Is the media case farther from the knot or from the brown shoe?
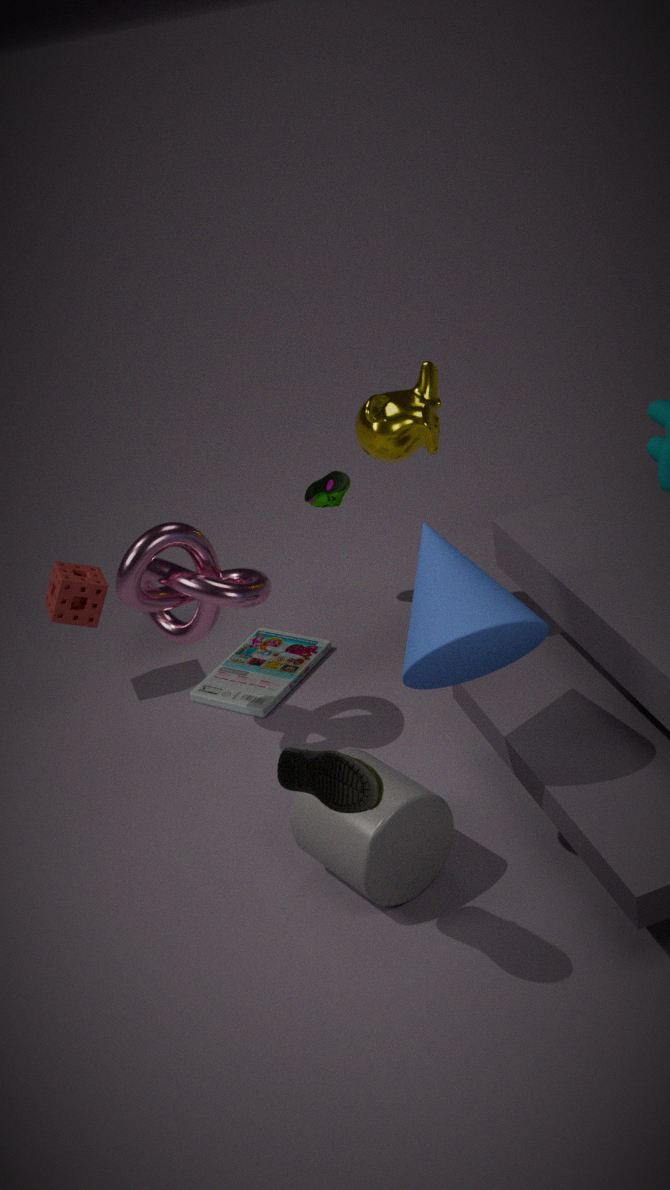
the brown shoe
